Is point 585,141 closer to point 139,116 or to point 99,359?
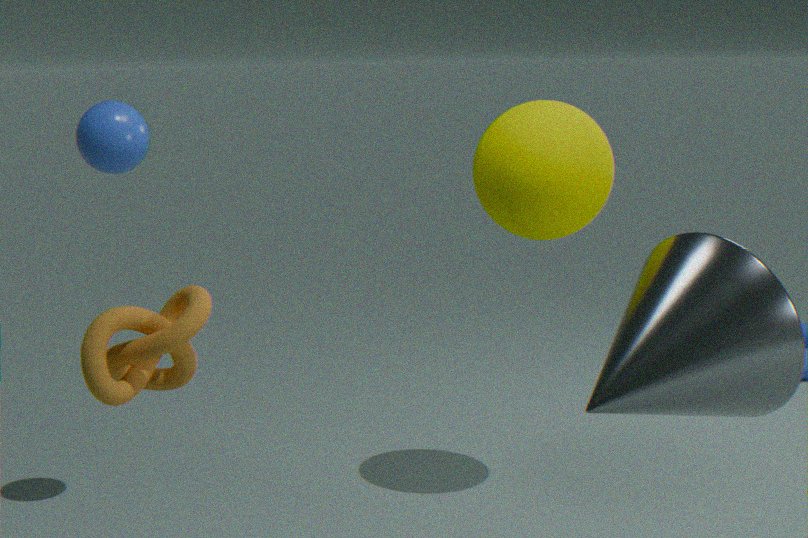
point 139,116
